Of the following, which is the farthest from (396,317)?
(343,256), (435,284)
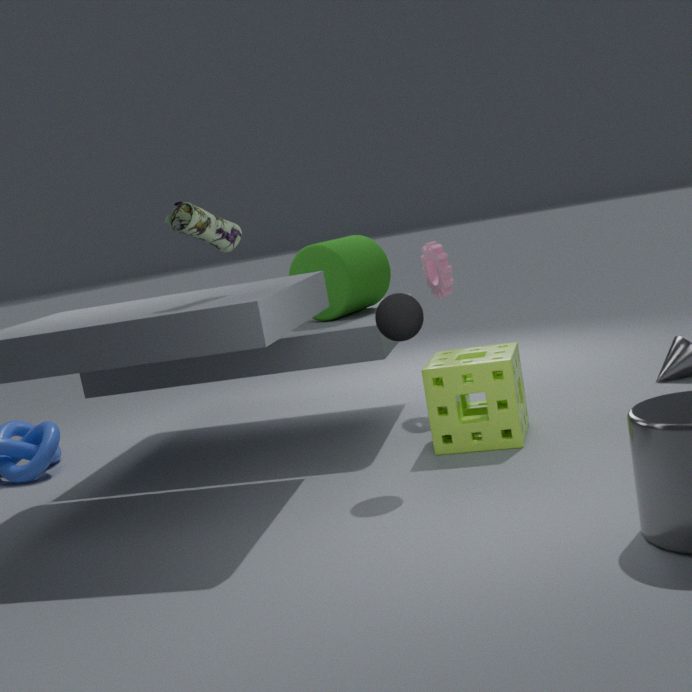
(435,284)
